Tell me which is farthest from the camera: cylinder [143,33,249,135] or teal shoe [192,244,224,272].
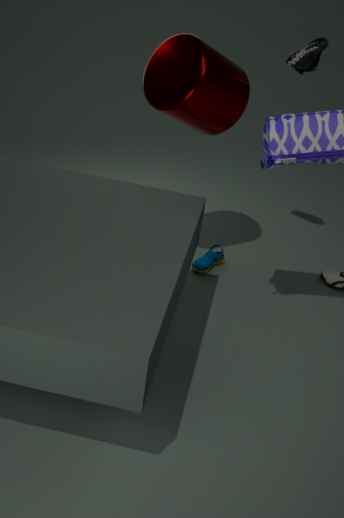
teal shoe [192,244,224,272]
